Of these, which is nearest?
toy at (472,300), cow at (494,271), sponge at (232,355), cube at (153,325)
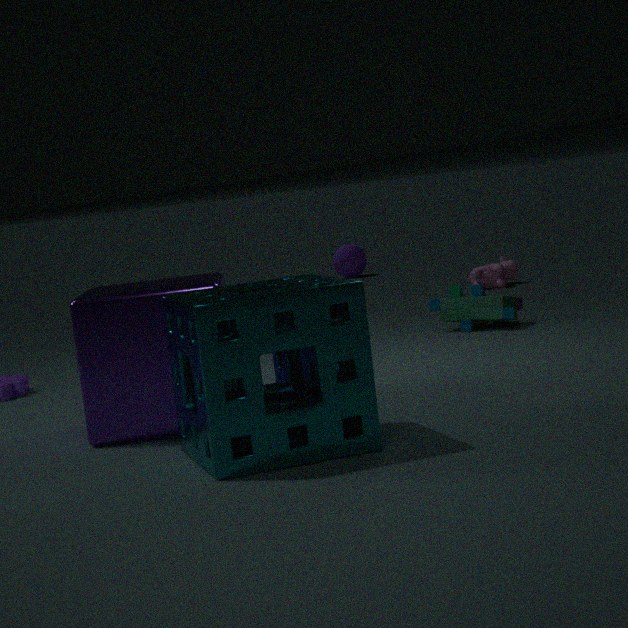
sponge at (232,355)
